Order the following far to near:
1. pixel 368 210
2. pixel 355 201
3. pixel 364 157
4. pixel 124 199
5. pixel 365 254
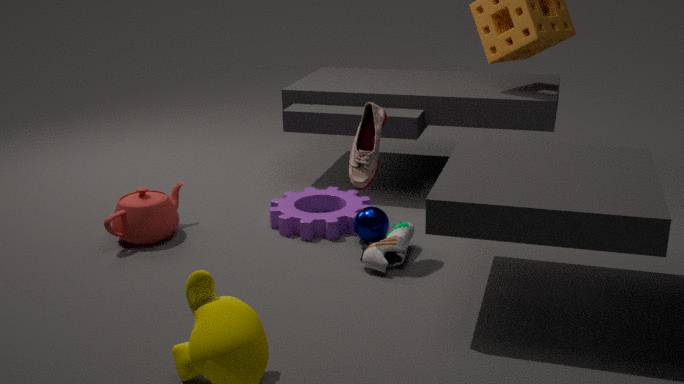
pixel 355 201
pixel 124 199
pixel 368 210
pixel 365 254
pixel 364 157
